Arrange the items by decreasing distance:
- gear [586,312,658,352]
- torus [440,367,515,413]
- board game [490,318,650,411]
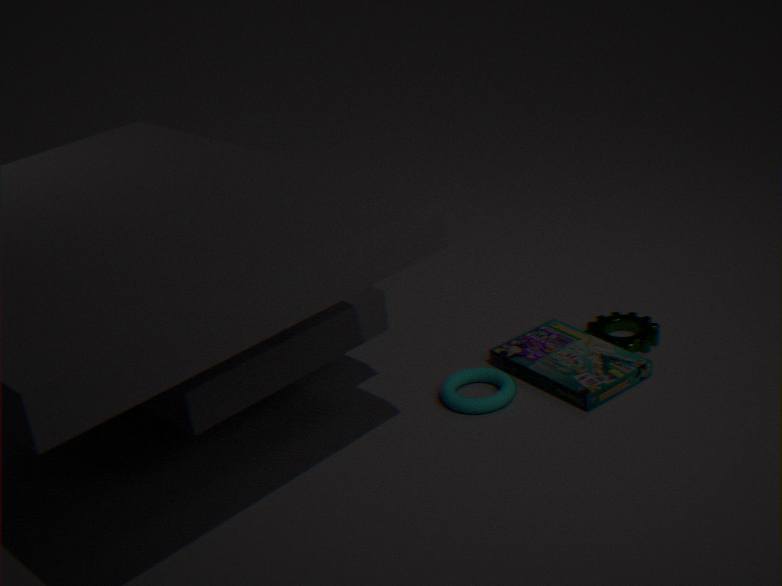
gear [586,312,658,352] → torus [440,367,515,413] → board game [490,318,650,411]
